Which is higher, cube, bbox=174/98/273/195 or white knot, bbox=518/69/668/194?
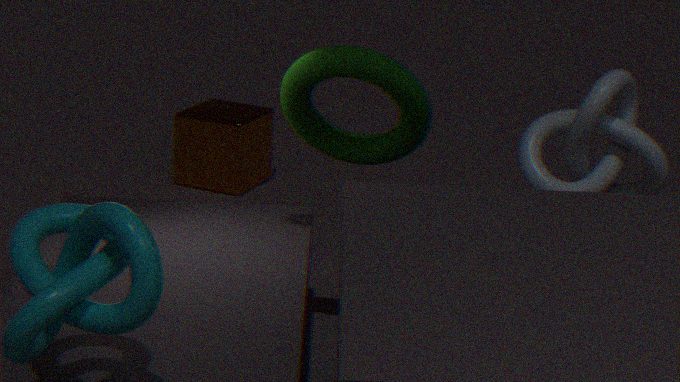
white knot, bbox=518/69/668/194
